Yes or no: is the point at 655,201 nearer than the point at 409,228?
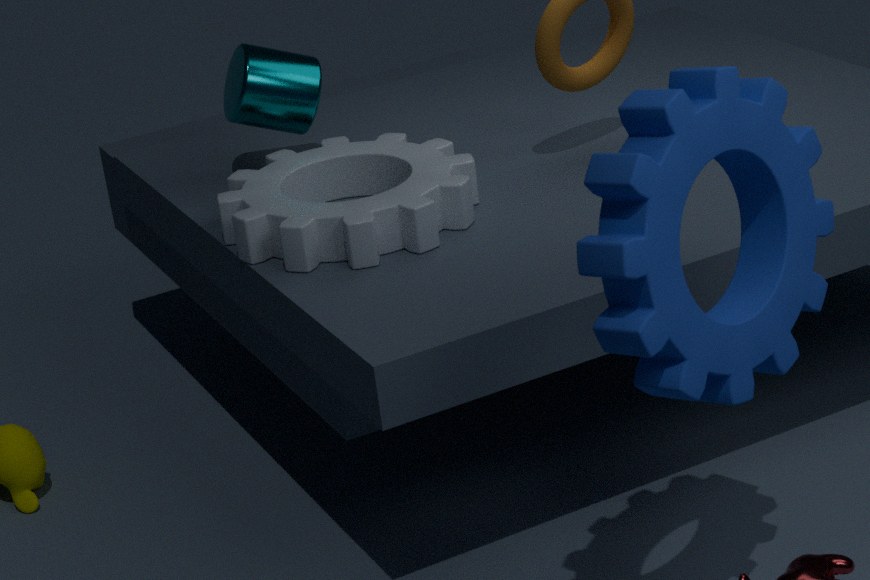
Yes
